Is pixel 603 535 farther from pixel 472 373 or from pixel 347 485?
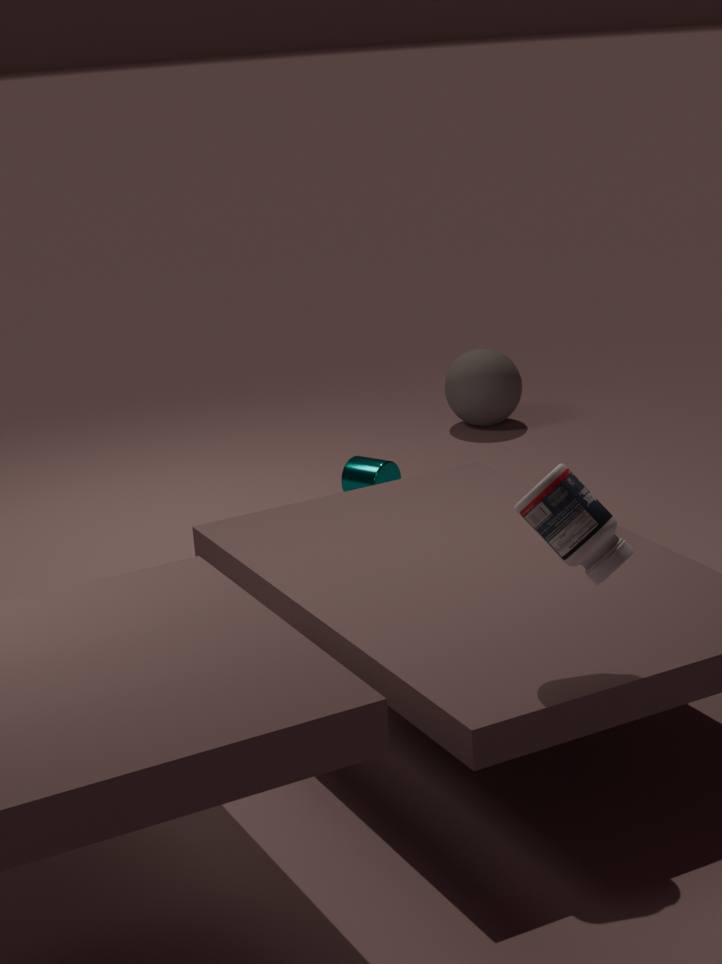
pixel 472 373
